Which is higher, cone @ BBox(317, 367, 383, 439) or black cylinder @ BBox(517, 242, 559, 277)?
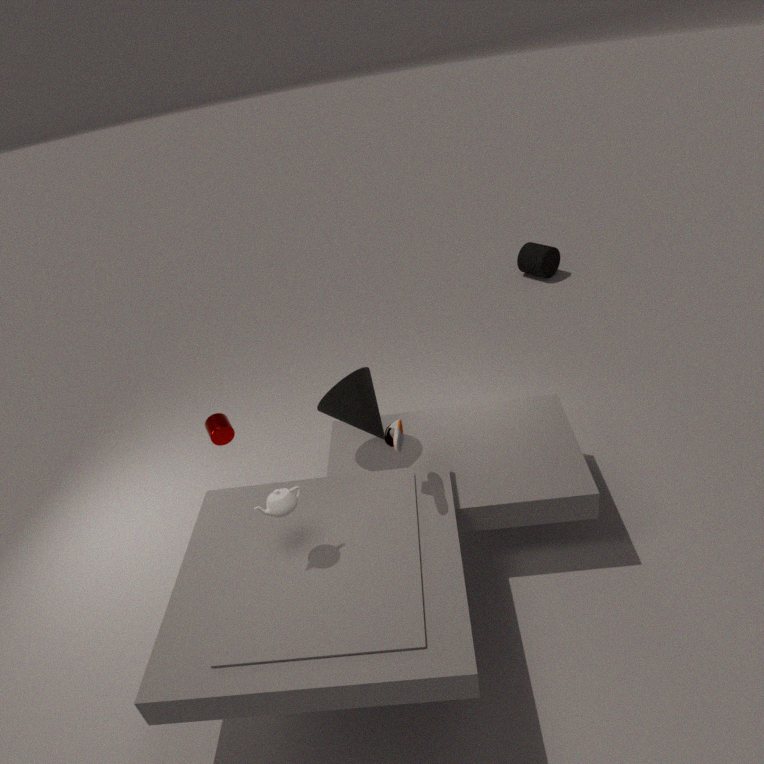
cone @ BBox(317, 367, 383, 439)
